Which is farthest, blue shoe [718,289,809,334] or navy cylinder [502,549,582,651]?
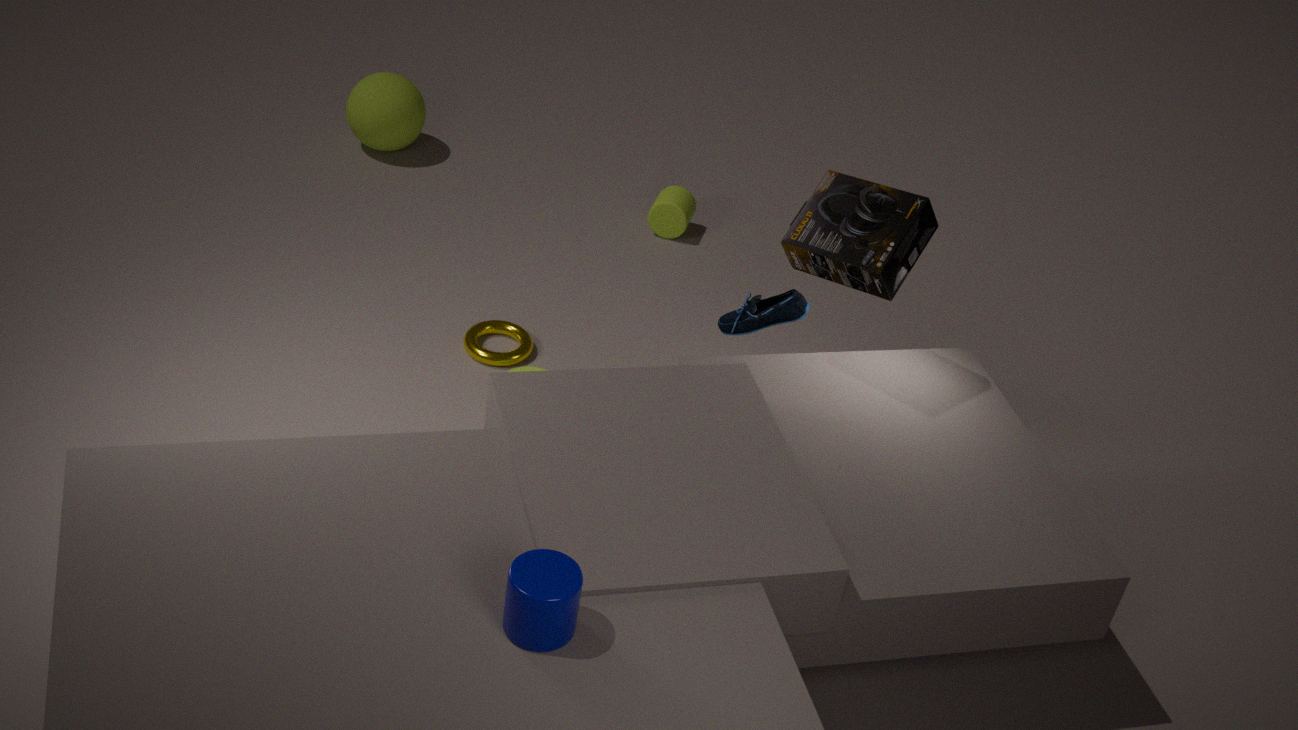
blue shoe [718,289,809,334]
